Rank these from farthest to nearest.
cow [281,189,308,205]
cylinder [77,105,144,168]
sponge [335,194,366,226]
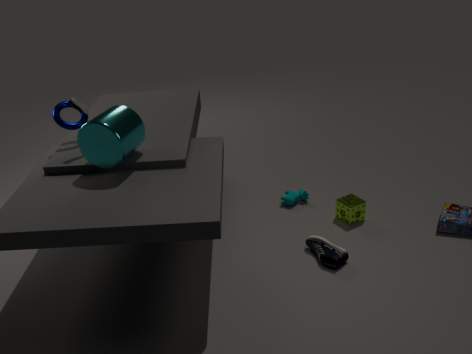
cow [281,189,308,205]
sponge [335,194,366,226]
cylinder [77,105,144,168]
